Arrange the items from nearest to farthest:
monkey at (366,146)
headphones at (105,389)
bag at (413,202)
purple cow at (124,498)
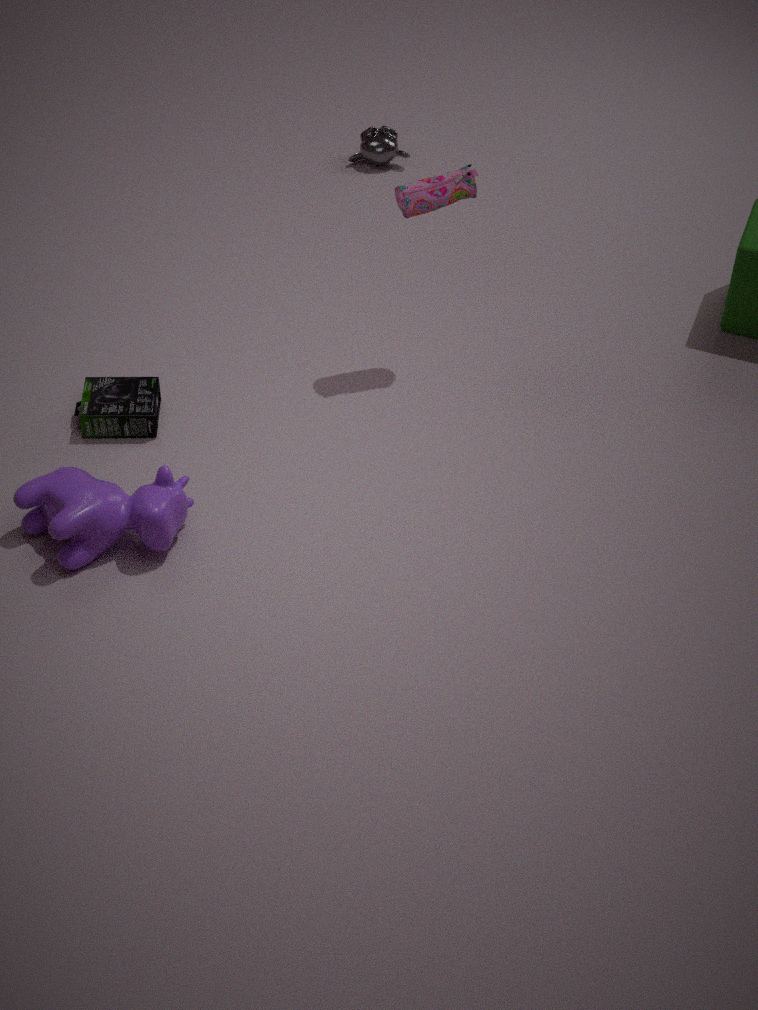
purple cow at (124,498) < bag at (413,202) < headphones at (105,389) < monkey at (366,146)
